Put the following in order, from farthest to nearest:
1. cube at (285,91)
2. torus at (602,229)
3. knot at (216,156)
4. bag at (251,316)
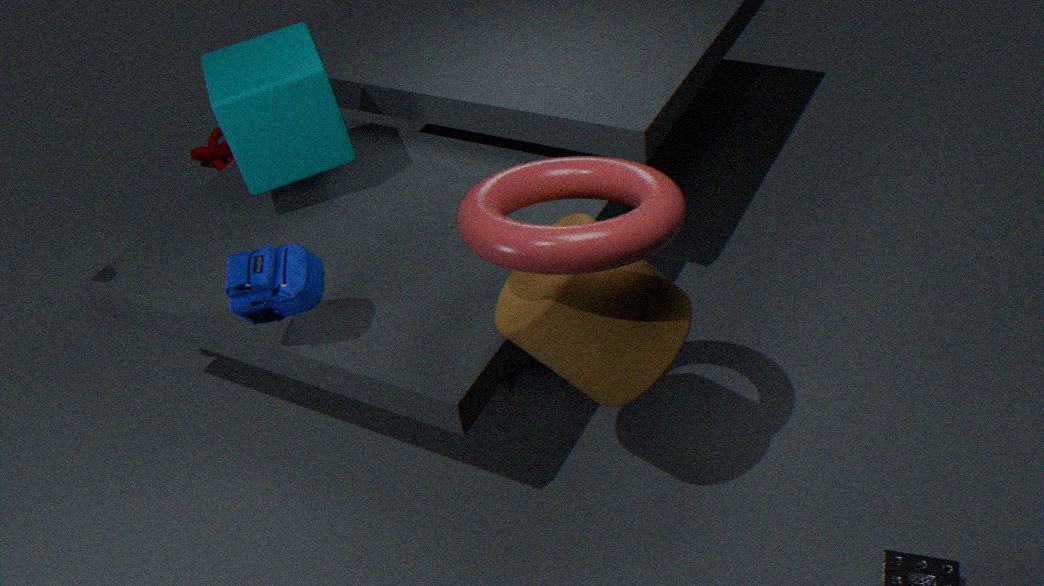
knot at (216,156) → cube at (285,91) → bag at (251,316) → torus at (602,229)
